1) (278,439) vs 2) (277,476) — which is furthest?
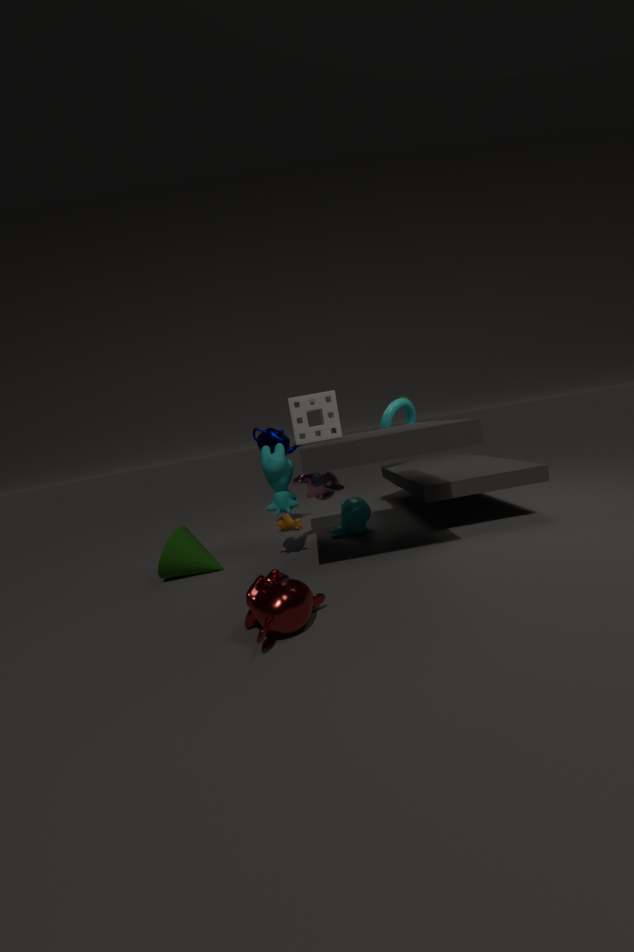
1. (278,439)
